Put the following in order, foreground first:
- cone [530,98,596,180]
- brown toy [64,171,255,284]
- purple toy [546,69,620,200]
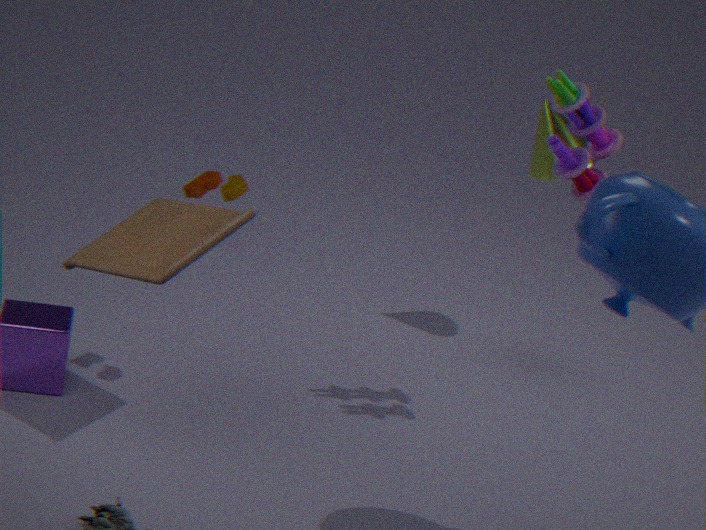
brown toy [64,171,255,284] < purple toy [546,69,620,200] < cone [530,98,596,180]
